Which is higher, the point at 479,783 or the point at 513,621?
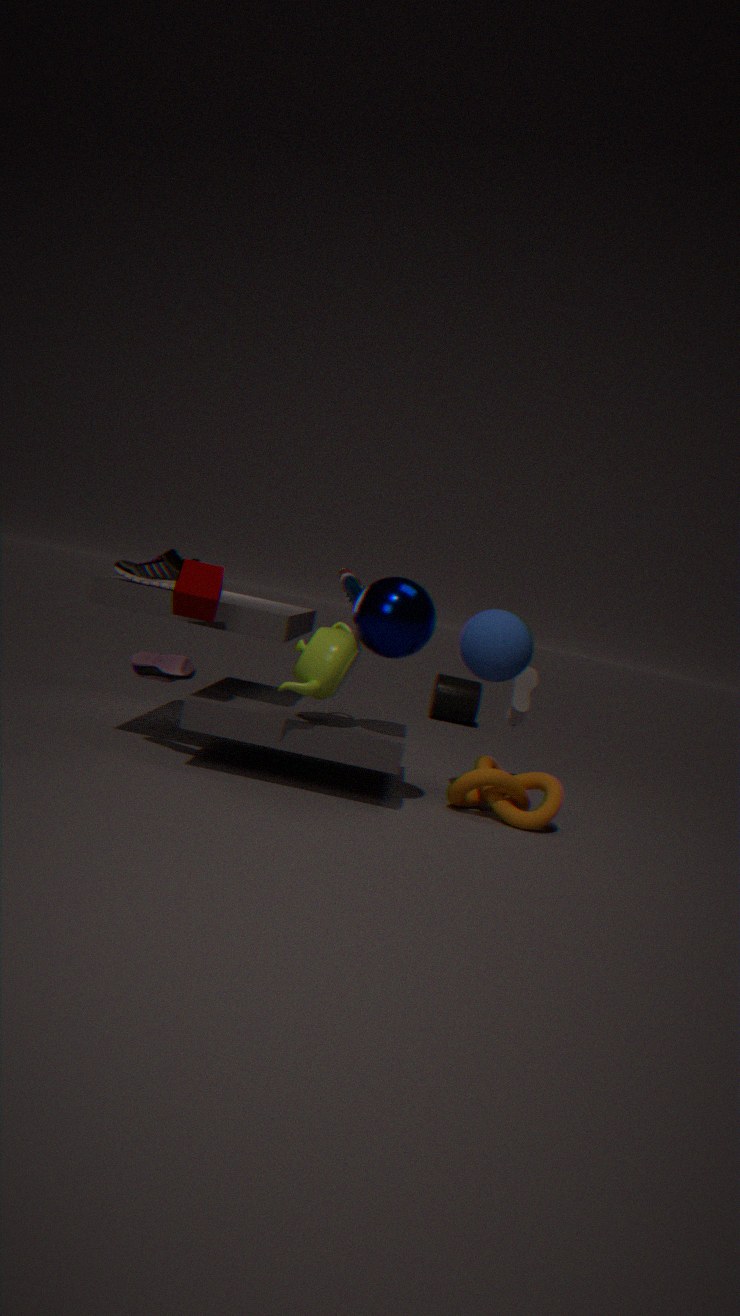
the point at 513,621
